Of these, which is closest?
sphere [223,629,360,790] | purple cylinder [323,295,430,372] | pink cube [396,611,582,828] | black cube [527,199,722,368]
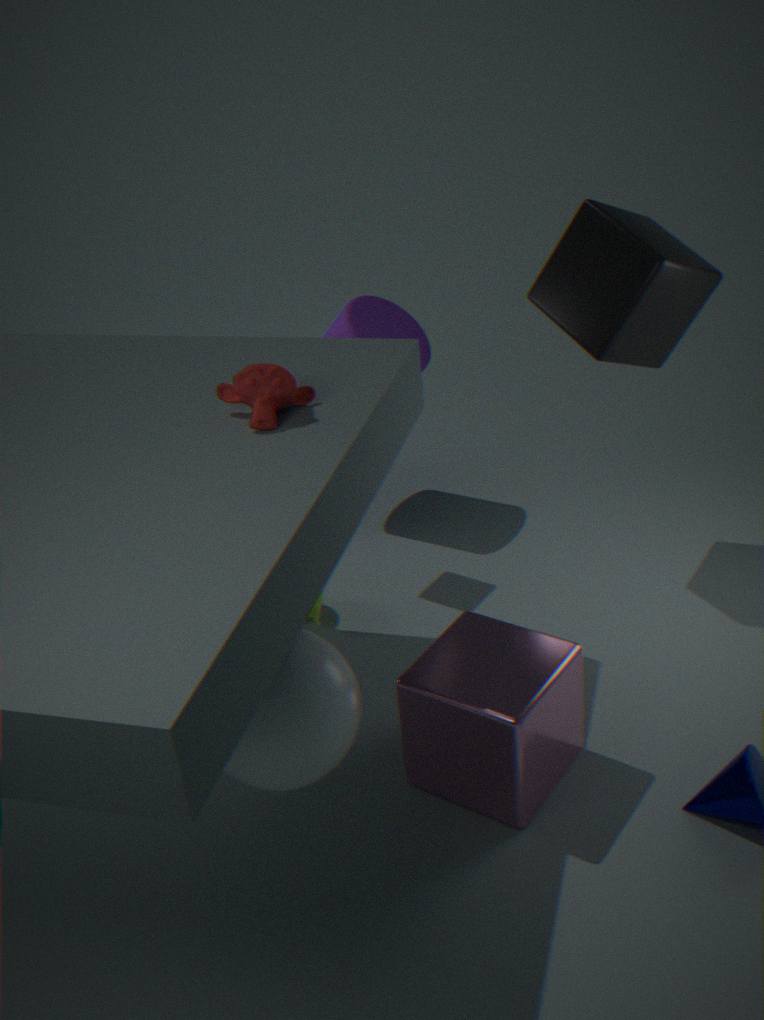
sphere [223,629,360,790]
